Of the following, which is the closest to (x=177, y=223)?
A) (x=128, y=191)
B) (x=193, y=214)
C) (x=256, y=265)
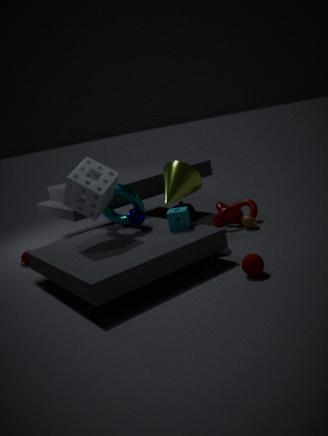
(x=128, y=191)
